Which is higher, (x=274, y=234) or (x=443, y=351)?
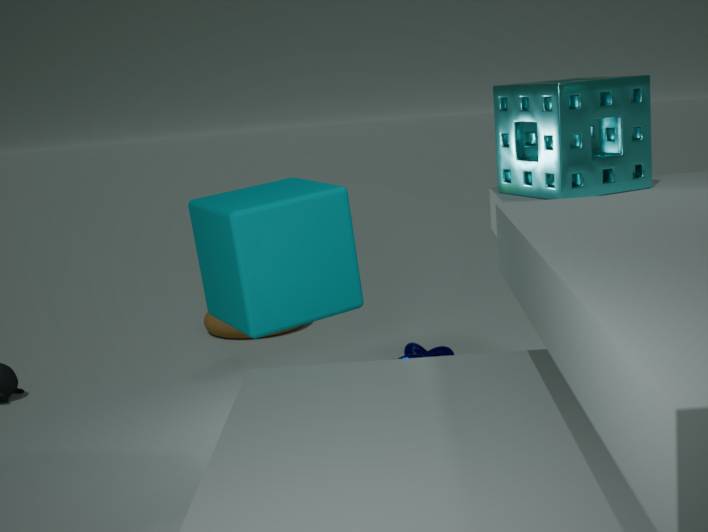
(x=274, y=234)
